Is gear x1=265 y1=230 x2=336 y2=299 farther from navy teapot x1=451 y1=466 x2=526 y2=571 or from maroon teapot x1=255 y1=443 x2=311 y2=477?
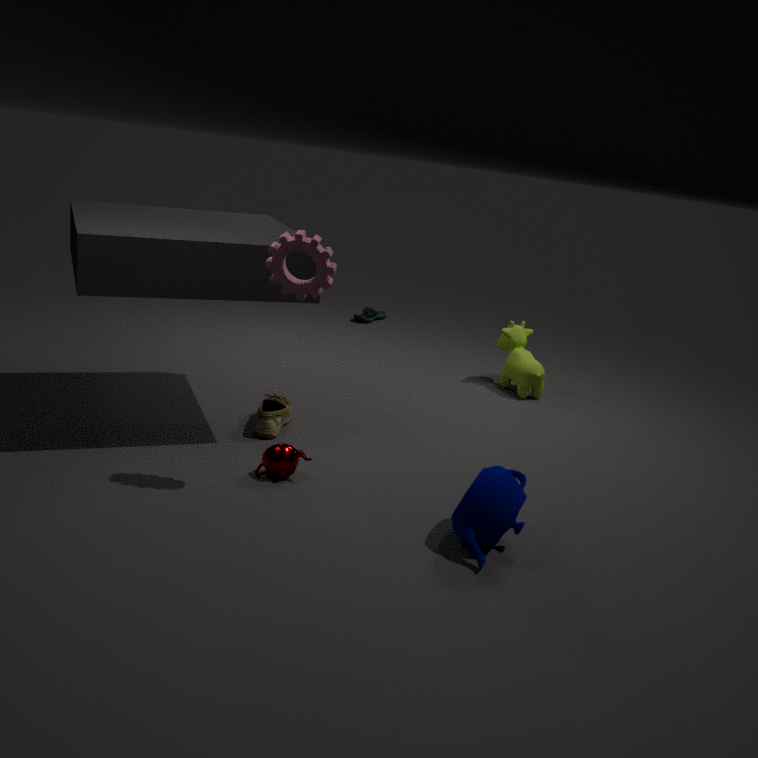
navy teapot x1=451 y1=466 x2=526 y2=571
